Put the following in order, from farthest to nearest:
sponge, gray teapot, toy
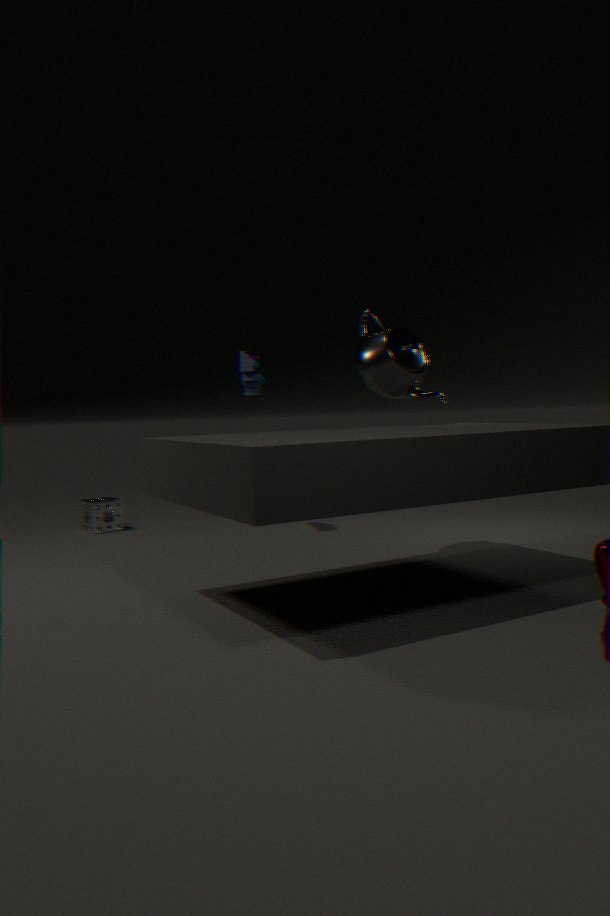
sponge < toy < gray teapot
